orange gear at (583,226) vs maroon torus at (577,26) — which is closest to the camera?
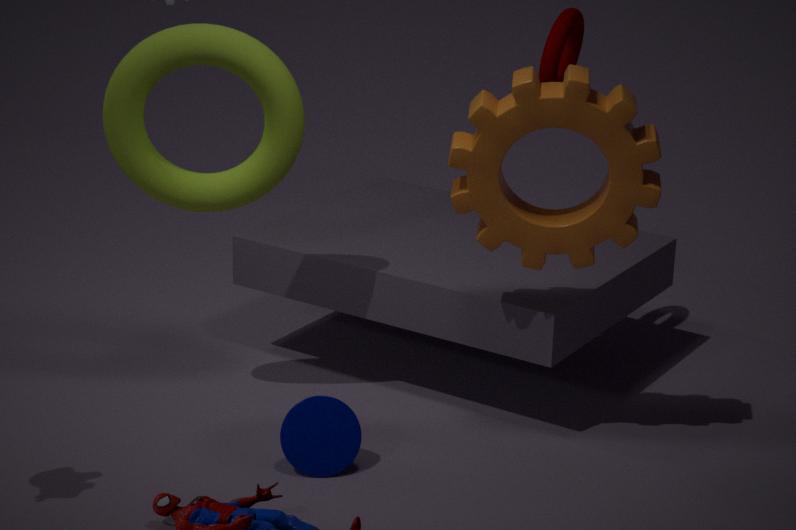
orange gear at (583,226)
